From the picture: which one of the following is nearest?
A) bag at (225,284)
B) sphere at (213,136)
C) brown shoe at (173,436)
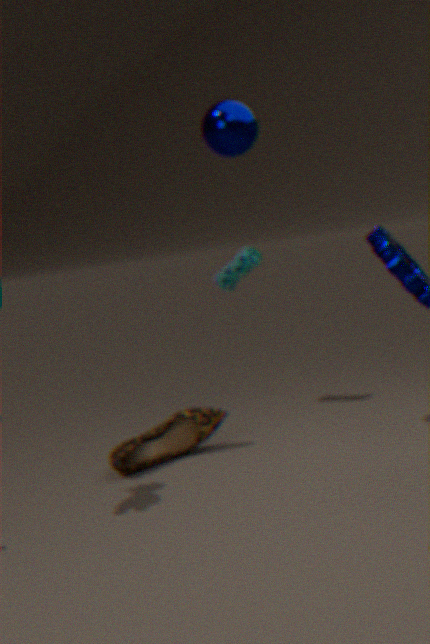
sphere at (213,136)
